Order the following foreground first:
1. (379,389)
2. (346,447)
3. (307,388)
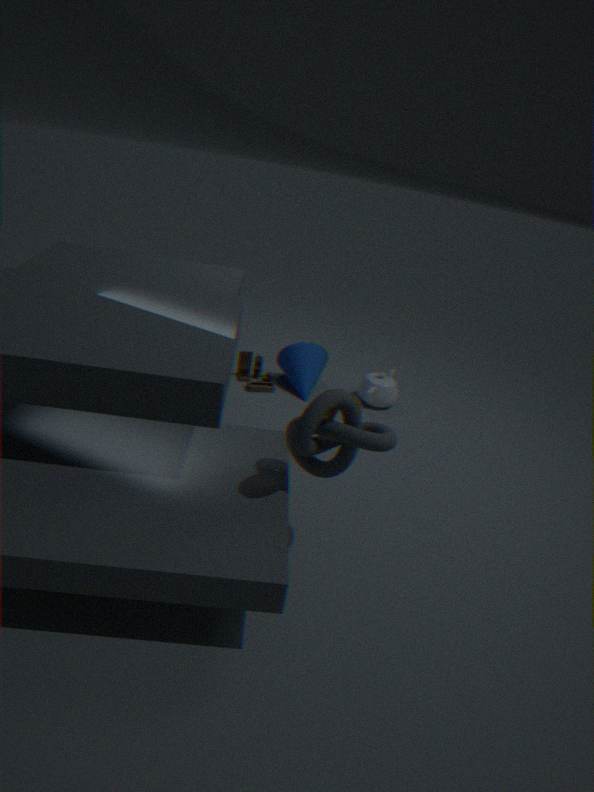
(346,447), (379,389), (307,388)
